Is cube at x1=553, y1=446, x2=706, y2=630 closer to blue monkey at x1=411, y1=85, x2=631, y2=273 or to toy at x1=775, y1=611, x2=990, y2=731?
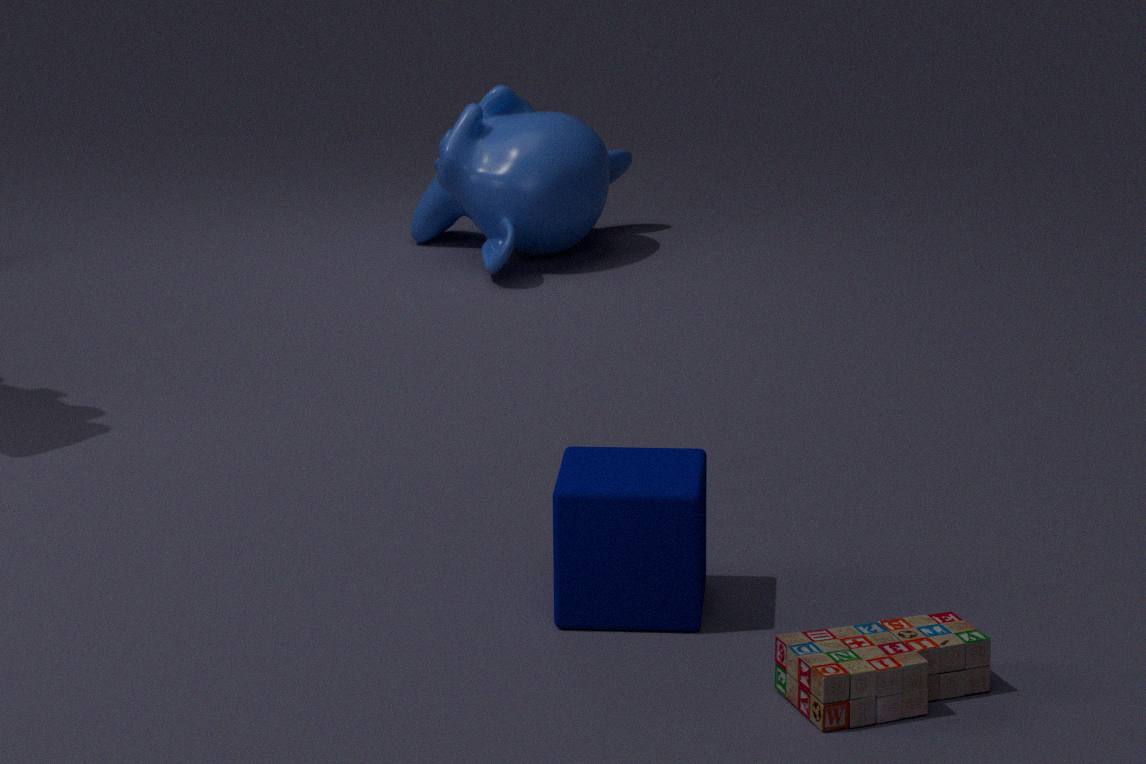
toy at x1=775, y1=611, x2=990, y2=731
